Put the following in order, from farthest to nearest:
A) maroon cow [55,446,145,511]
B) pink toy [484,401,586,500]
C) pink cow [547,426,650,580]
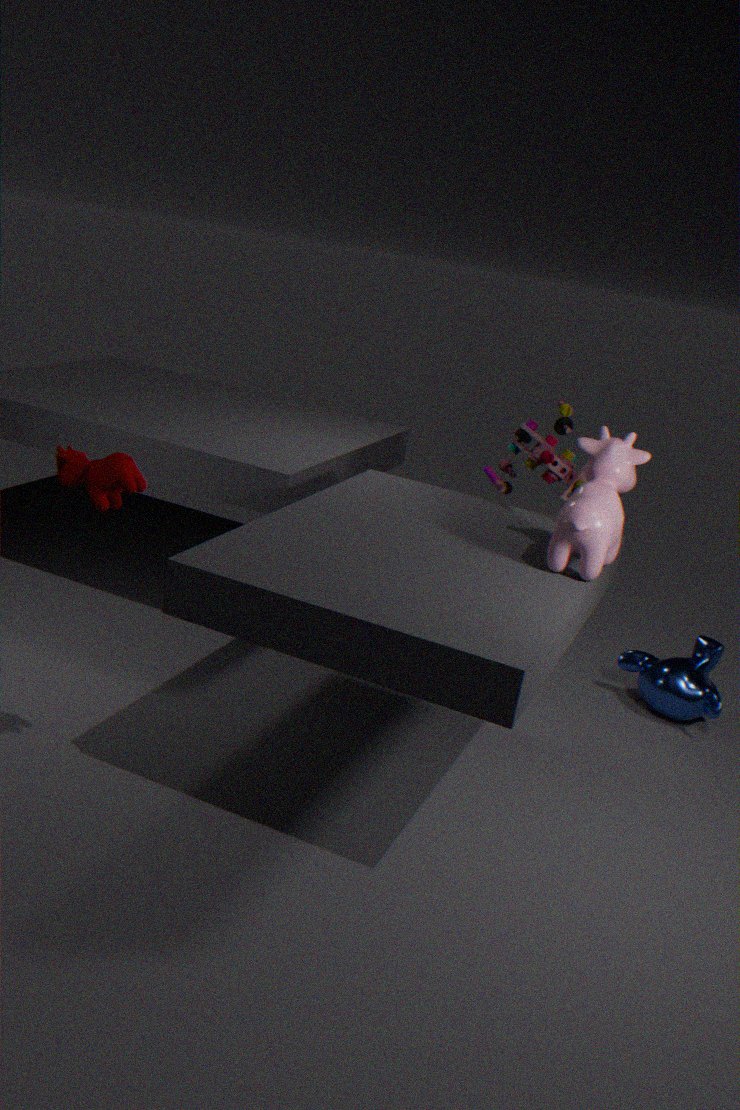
pink toy [484,401,586,500], pink cow [547,426,650,580], maroon cow [55,446,145,511]
